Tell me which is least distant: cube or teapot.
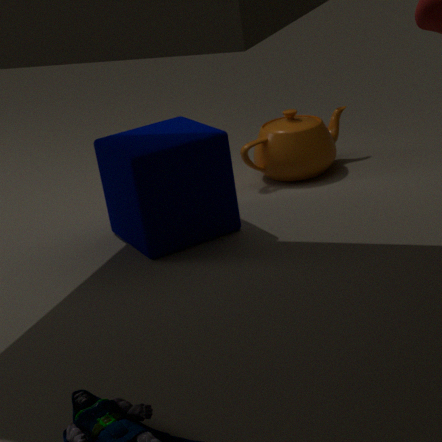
cube
